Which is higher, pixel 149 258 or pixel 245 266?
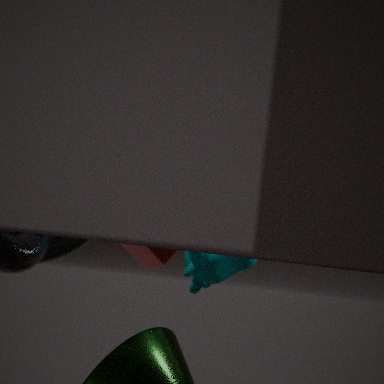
pixel 245 266
